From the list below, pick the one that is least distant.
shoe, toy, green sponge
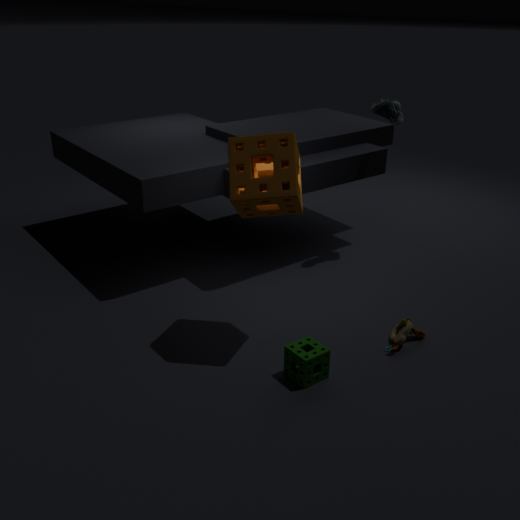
green sponge
